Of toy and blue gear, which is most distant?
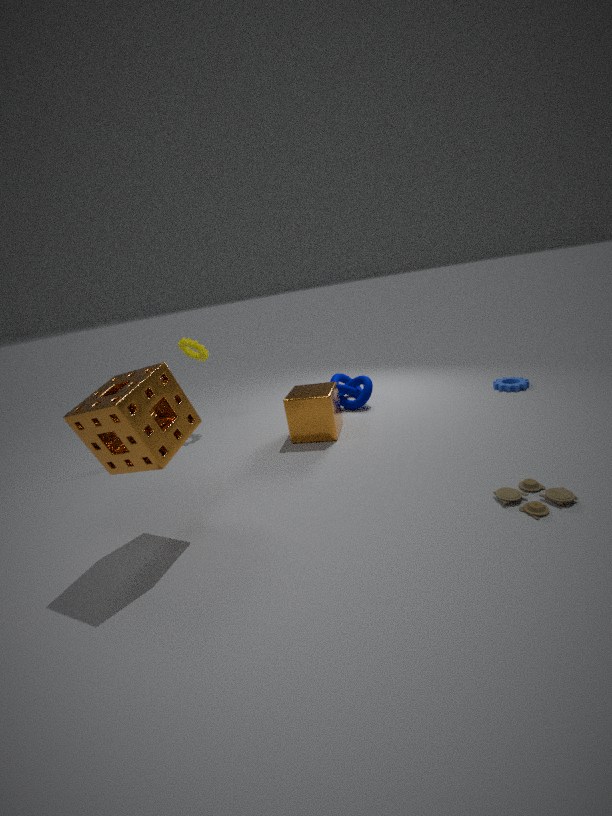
blue gear
